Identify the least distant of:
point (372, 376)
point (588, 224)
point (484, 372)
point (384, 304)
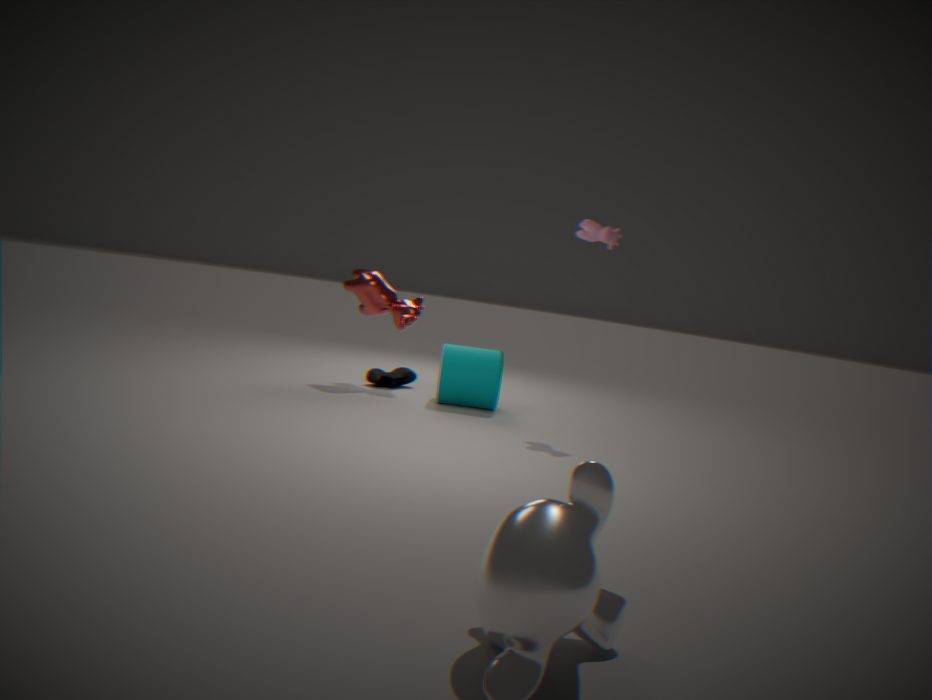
point (588, 224)
